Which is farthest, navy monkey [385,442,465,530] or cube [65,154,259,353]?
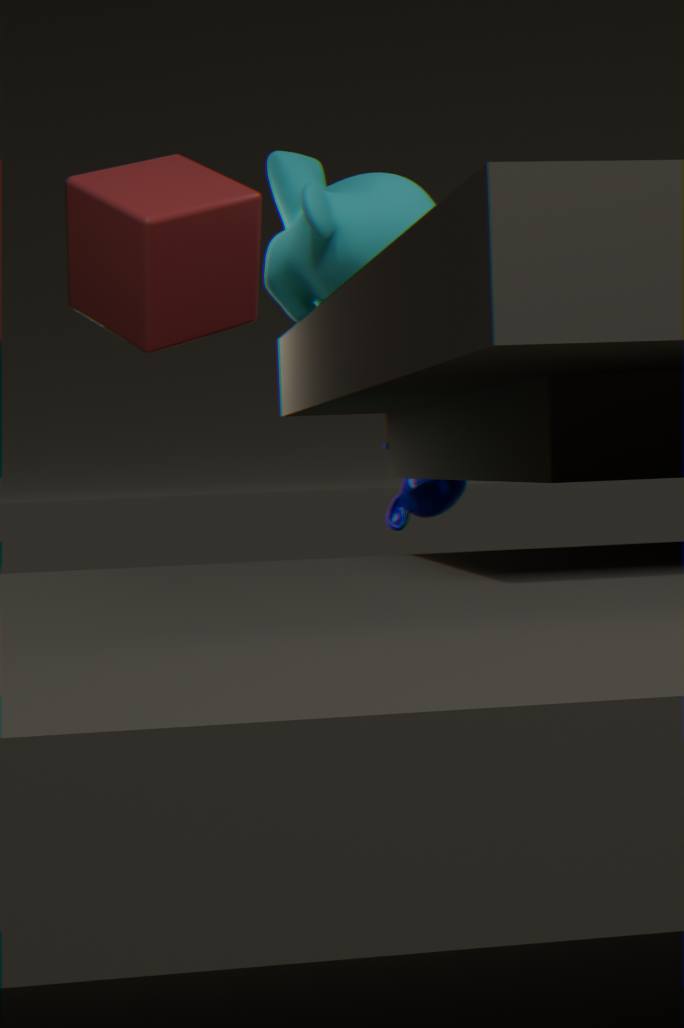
navy monkey [385,442,465,530]
